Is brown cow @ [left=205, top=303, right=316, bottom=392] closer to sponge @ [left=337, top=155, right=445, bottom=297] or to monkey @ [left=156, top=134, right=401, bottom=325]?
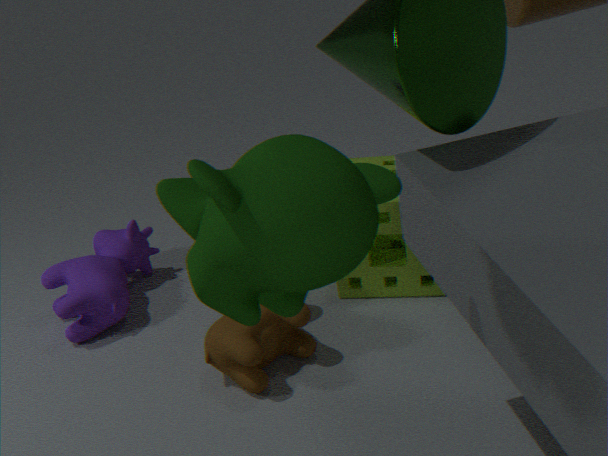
sponge @ [left=337, top=155, right=445, bottom=297]
